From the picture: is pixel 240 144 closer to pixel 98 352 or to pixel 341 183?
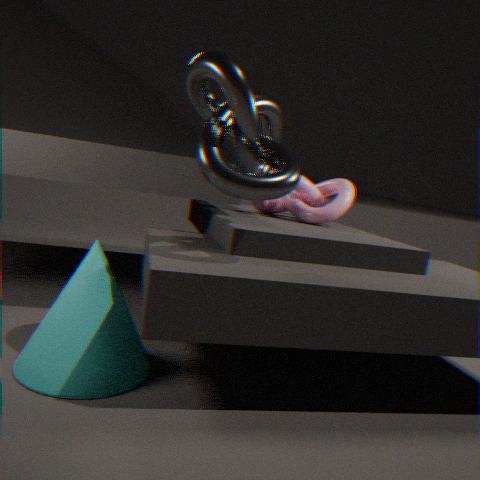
pixel 98 352
